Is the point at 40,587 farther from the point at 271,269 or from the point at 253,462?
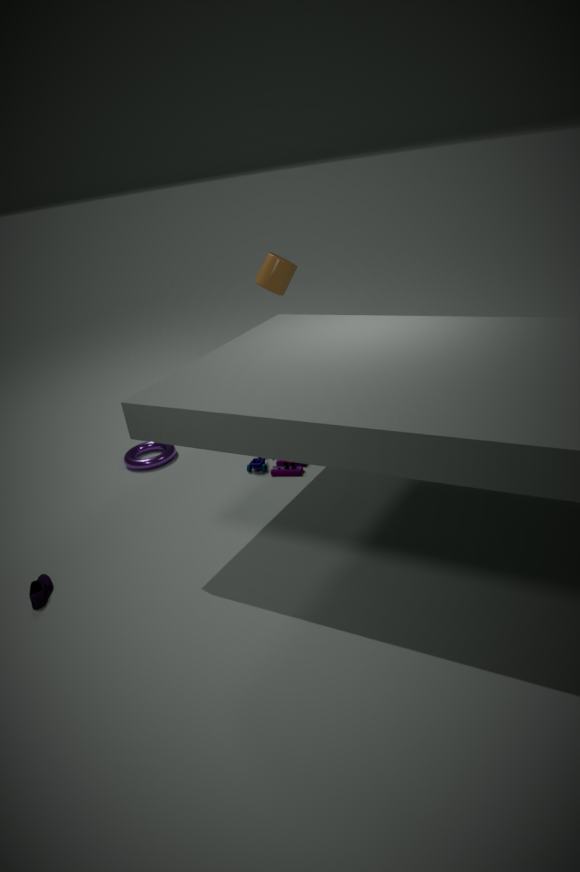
the point at 271,269
